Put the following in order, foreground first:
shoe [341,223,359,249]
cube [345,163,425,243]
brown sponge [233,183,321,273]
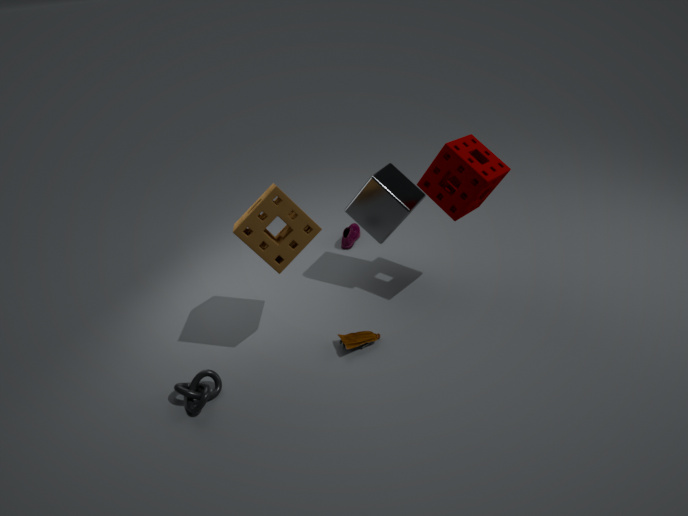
1. brown sponge [233,183,321,273]
2. cube [345,163,425,243]
3. shoe [341,223,359,249]
